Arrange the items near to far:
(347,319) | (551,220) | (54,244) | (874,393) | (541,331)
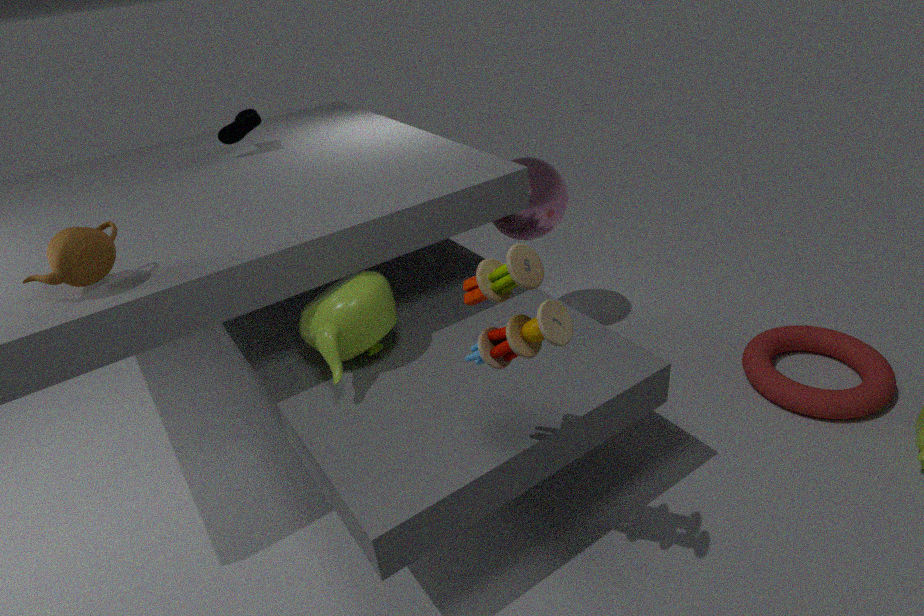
(541,331)
(54,244)
(347,319)
(874,393)
(551,220)
